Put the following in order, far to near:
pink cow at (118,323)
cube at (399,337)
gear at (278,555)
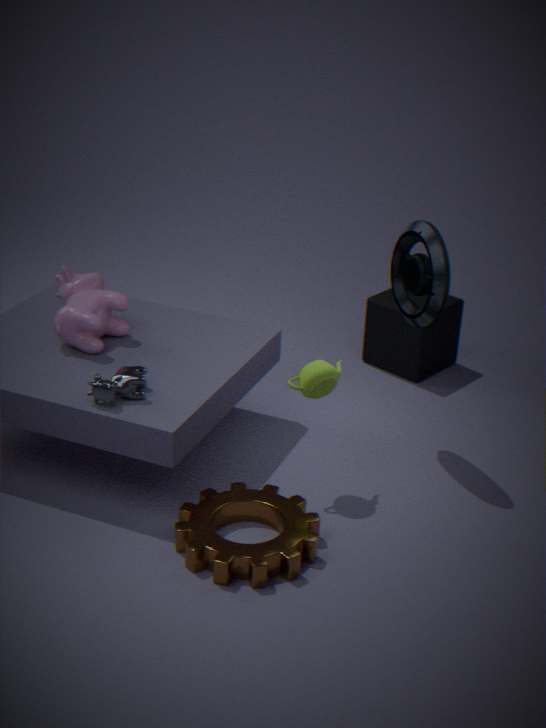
cube at (399,337) < pink cow at (118,323) < gear at (278,555)
